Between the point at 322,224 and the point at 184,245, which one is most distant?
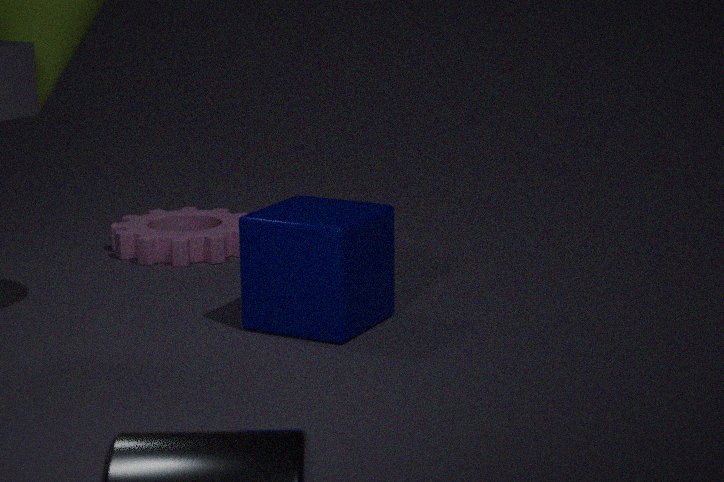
the point at 184,245
